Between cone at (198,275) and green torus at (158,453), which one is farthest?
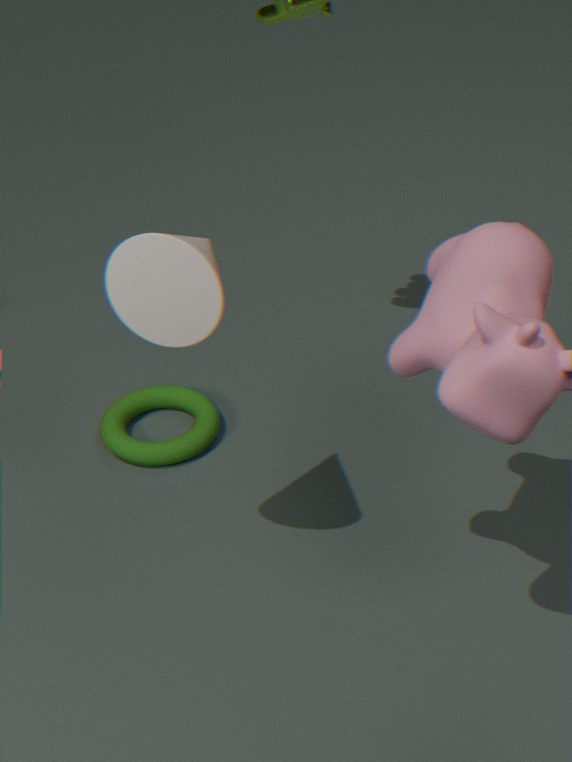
green torus at (158,453)
